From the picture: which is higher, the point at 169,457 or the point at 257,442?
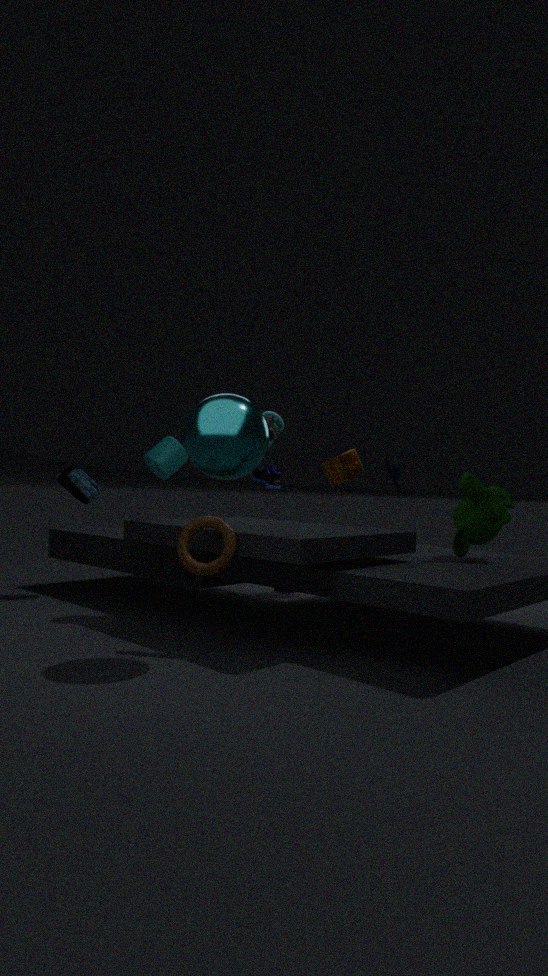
the point at 257,442
